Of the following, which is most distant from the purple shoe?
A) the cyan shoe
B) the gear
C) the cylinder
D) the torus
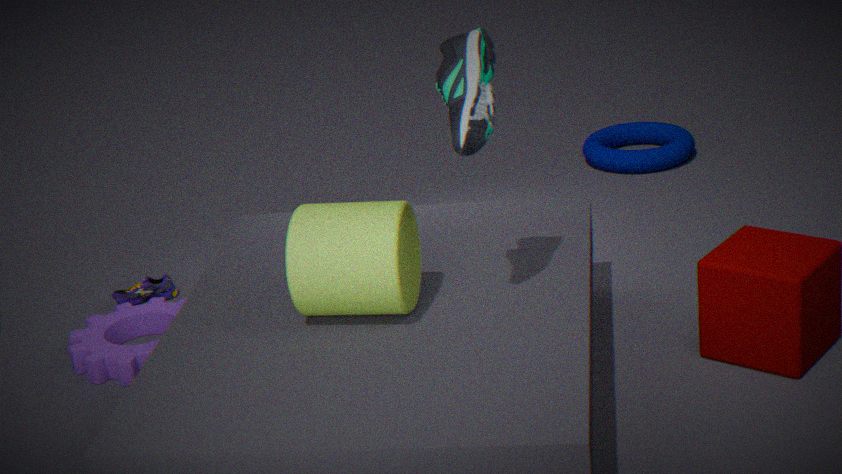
the torus
